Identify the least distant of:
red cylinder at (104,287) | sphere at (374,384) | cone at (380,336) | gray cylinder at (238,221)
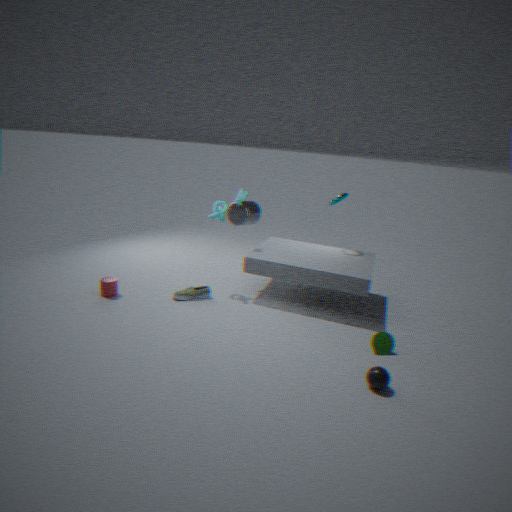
sphere at (374,384)
